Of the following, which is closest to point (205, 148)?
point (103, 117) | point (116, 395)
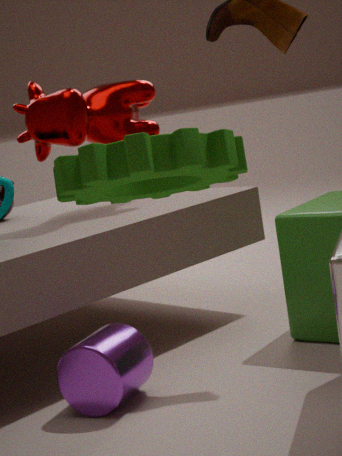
point (116, 395)
